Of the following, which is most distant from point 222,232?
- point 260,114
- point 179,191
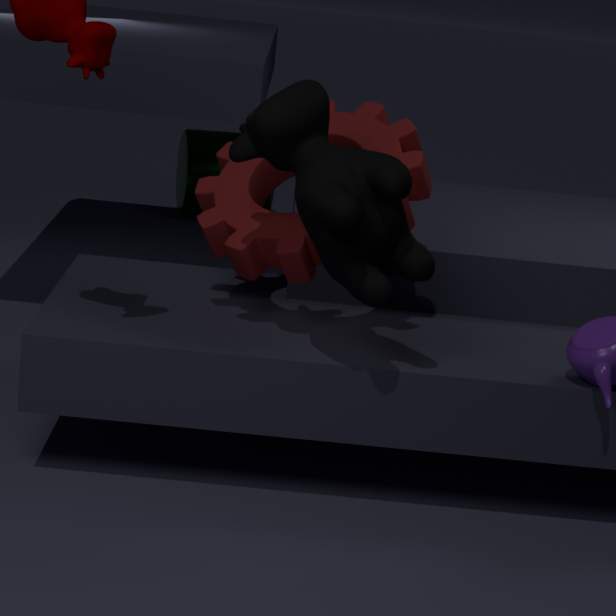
point 179,191
